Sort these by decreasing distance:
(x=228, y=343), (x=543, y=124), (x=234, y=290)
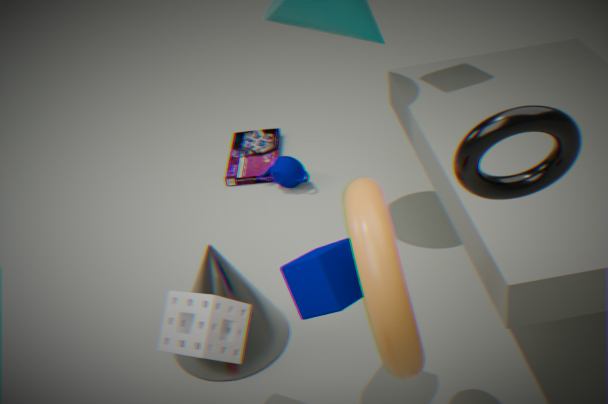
(x=234, y=290) < (x=228, y=343) < (x=543, y=124)
